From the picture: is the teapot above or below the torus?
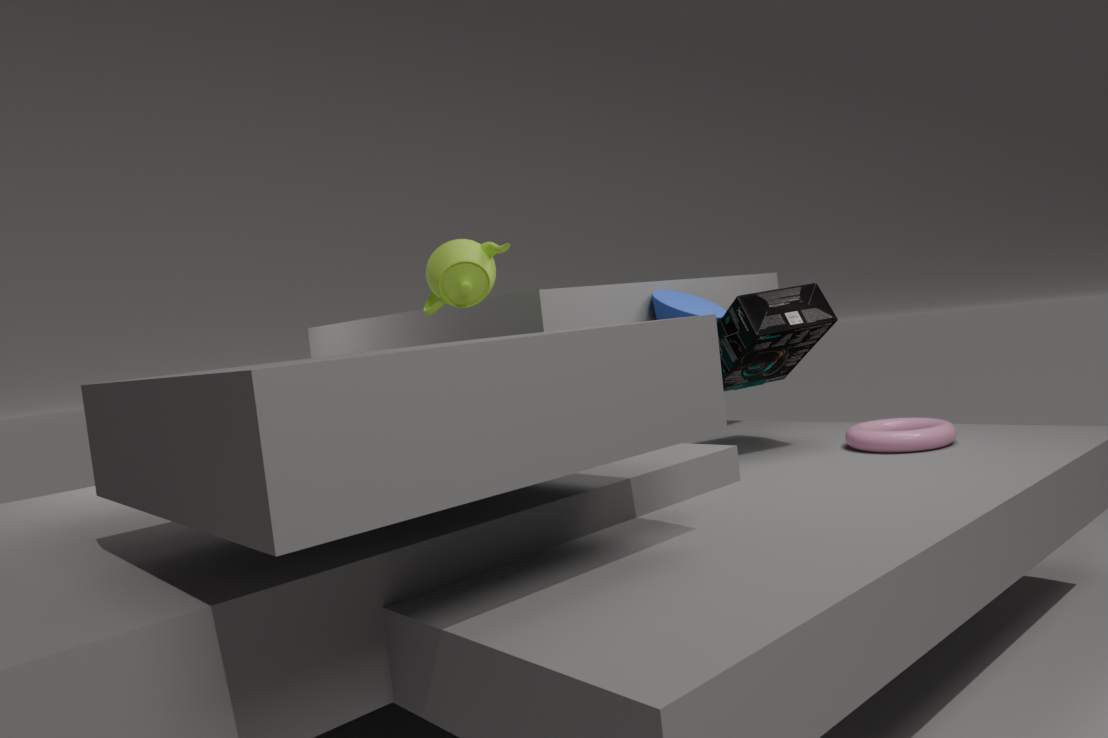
above
